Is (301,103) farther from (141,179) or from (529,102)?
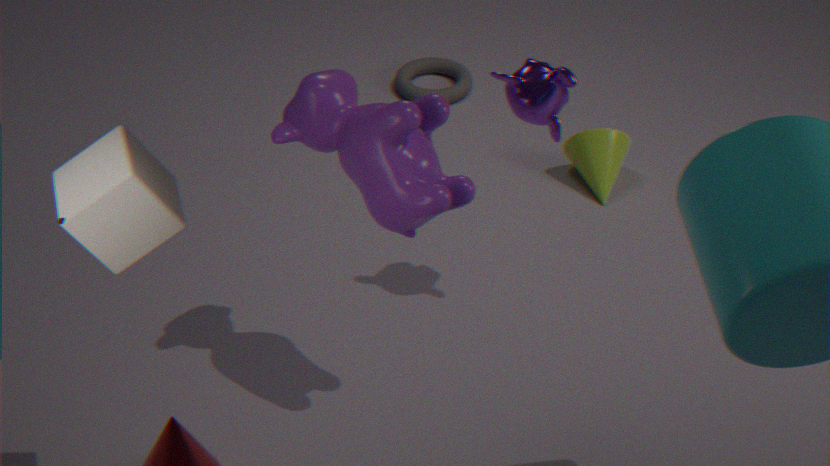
(141,179)
